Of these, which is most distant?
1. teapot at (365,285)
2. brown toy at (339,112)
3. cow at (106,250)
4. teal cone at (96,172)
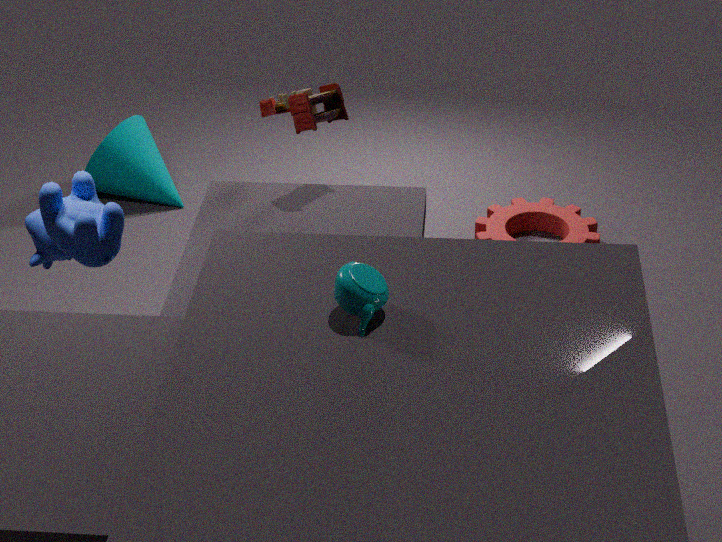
teal cone at (96,172)
